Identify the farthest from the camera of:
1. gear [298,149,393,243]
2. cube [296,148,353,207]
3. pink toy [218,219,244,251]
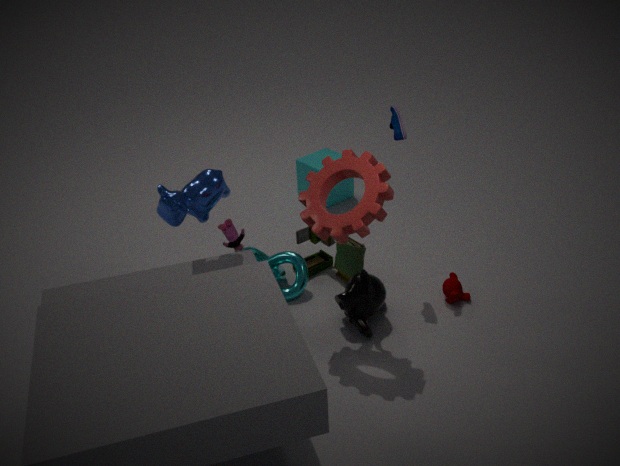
cube [296,148,353,207]
